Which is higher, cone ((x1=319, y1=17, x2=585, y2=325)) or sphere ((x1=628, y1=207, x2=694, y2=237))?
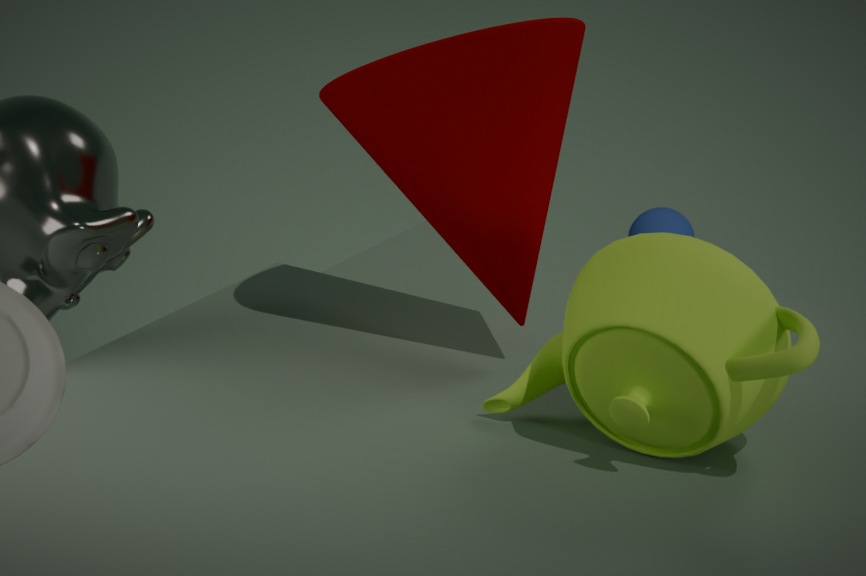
cone ((x1=319, y1=17, x2=585, y2=325))
